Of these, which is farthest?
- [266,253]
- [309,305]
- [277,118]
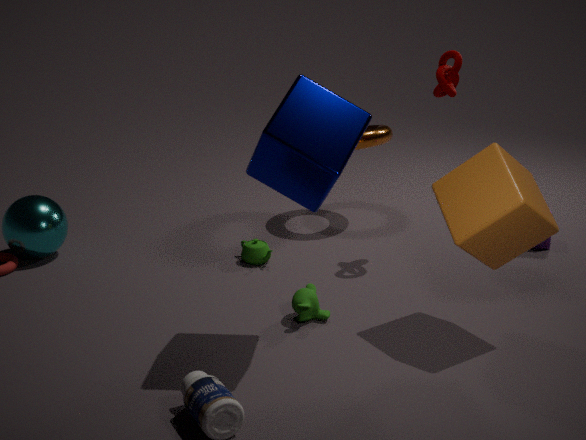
[266,253]
